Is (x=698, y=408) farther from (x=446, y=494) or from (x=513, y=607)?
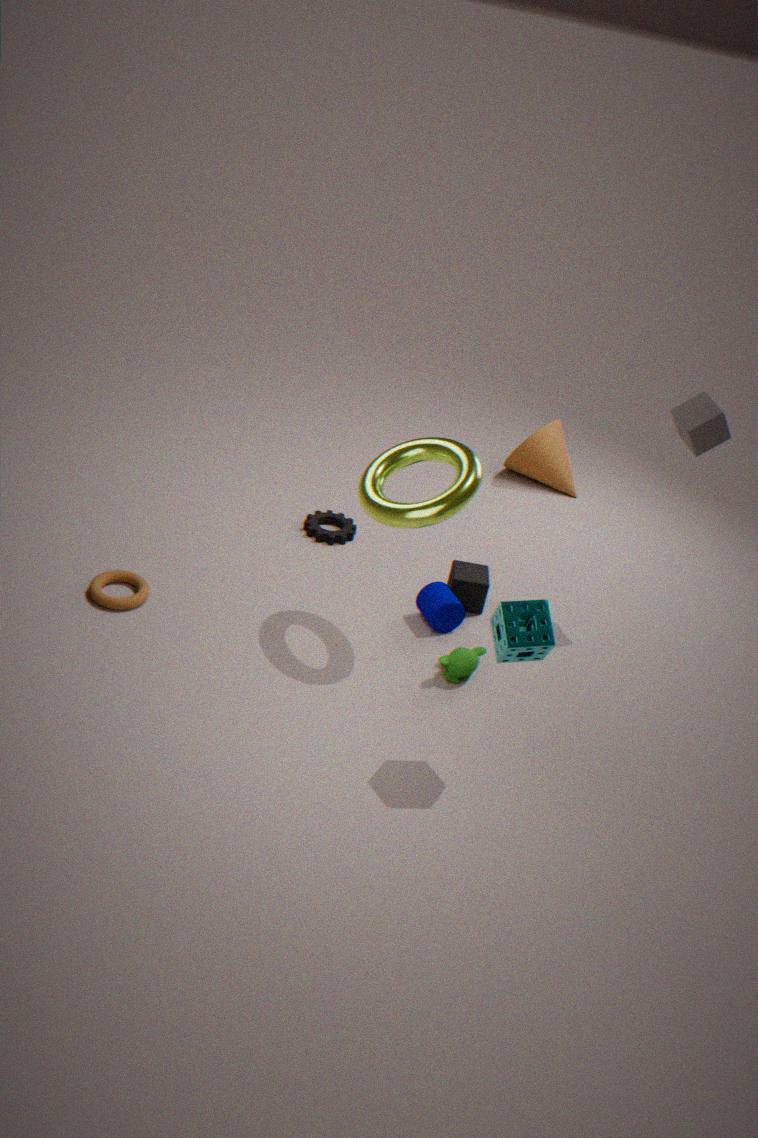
(x=513, y=607)
